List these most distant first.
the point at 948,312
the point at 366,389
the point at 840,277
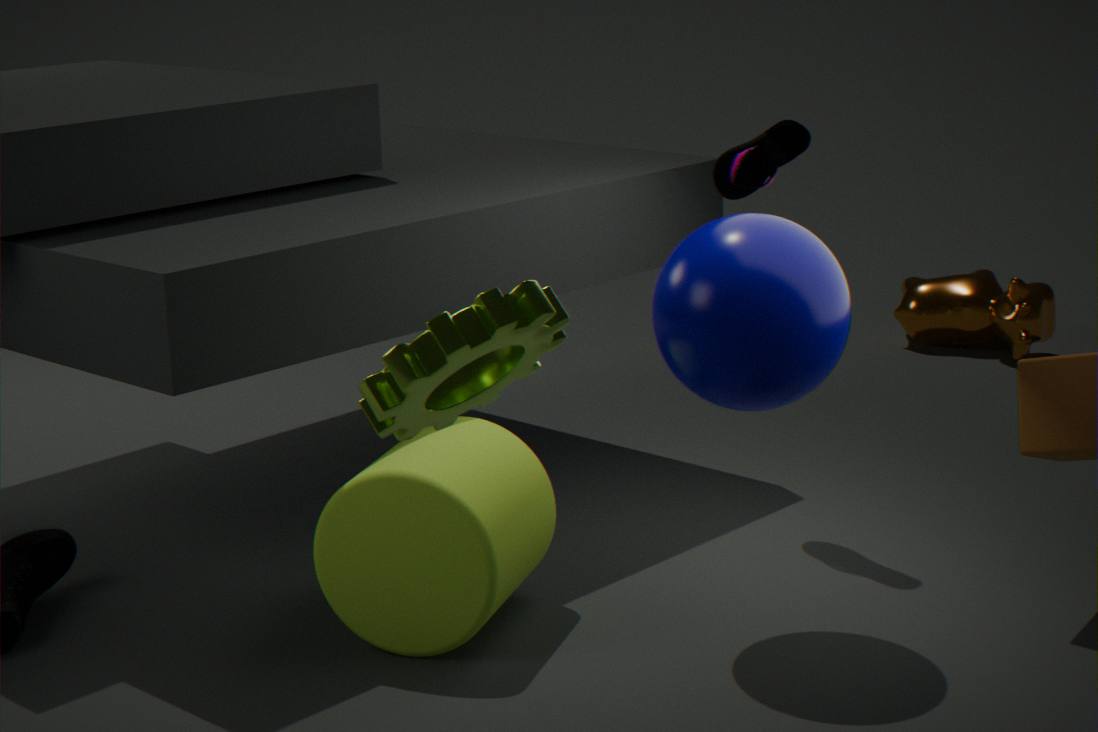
the point at 948,312 → the point at 840,277 → the point at 366,389
